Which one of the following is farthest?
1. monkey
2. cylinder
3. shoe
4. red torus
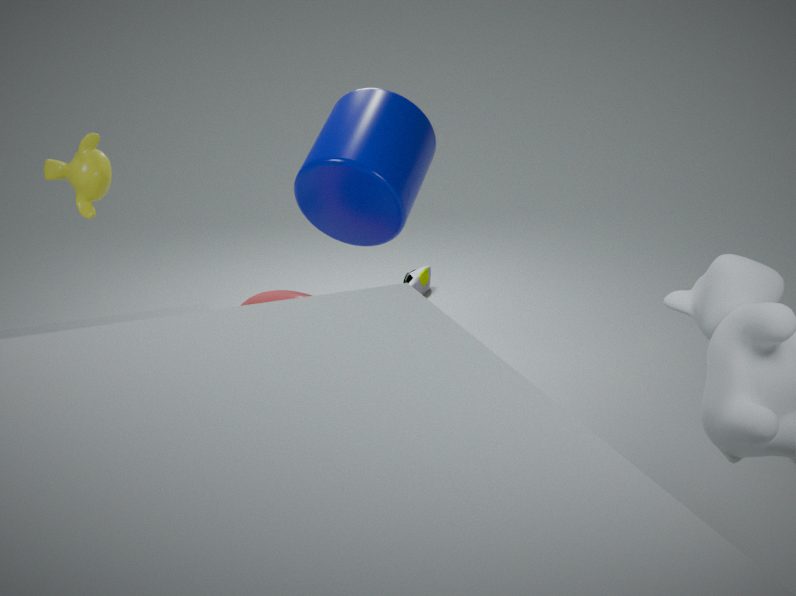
shoe
